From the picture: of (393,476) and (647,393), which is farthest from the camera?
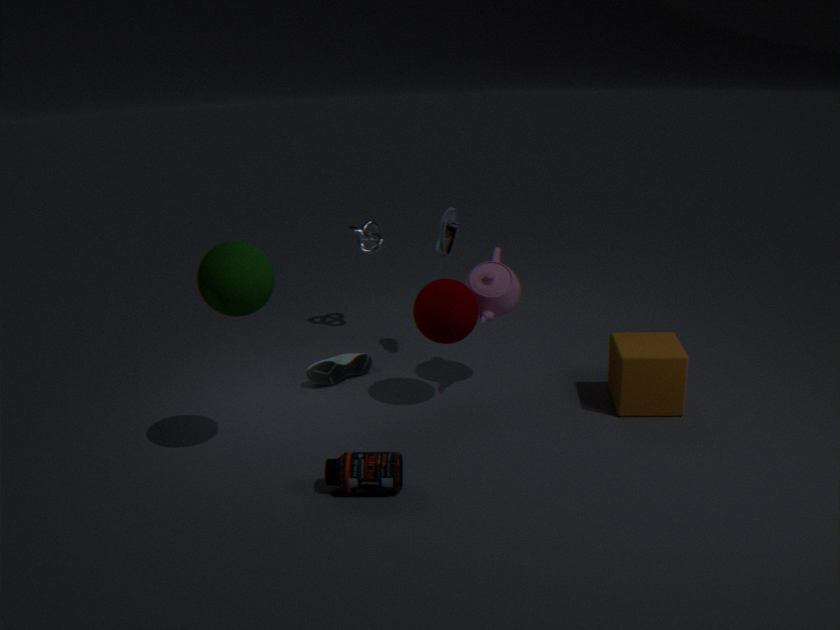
(647,393)
